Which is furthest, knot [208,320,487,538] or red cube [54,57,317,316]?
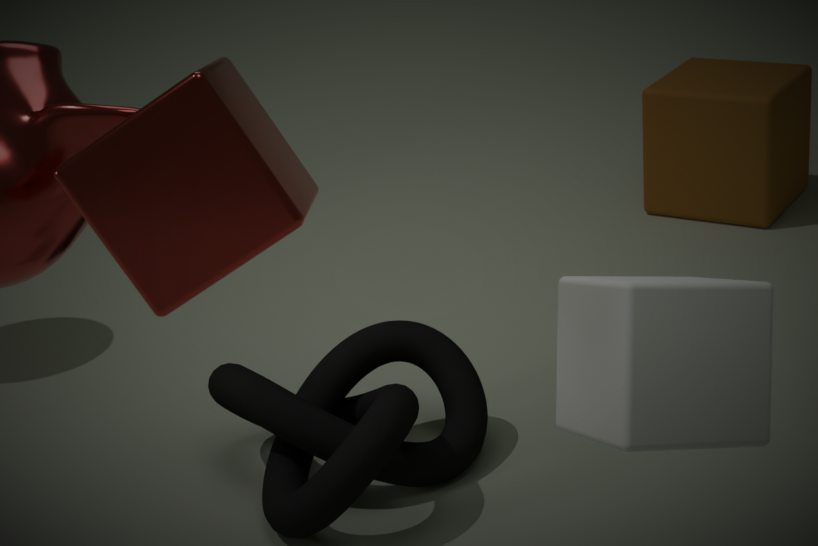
knot [208,320,487,538]
